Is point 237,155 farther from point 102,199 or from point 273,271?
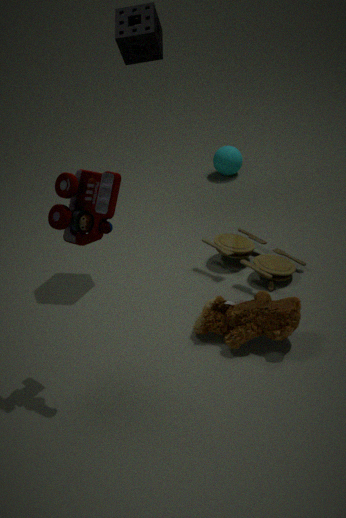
point 102,199
